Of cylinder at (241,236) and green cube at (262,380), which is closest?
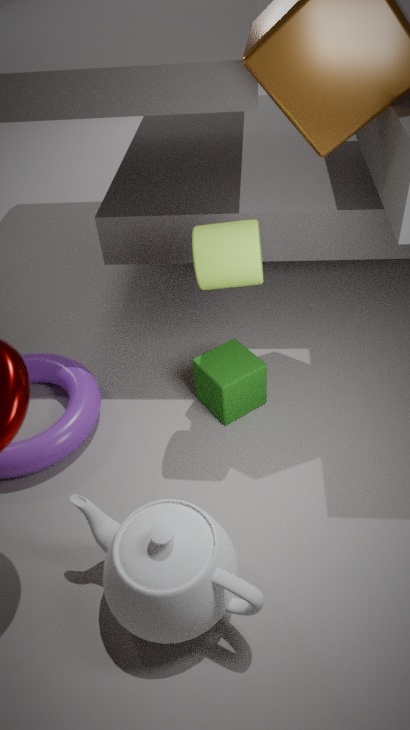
cylinder at (241,236)
